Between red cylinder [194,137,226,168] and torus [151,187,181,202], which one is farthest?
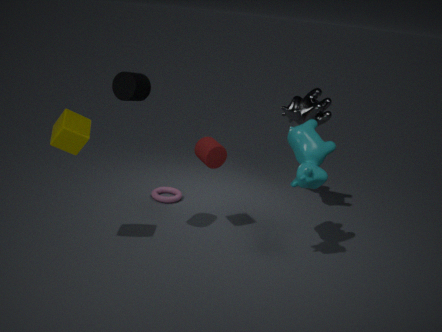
torus [151,187,181,202]
